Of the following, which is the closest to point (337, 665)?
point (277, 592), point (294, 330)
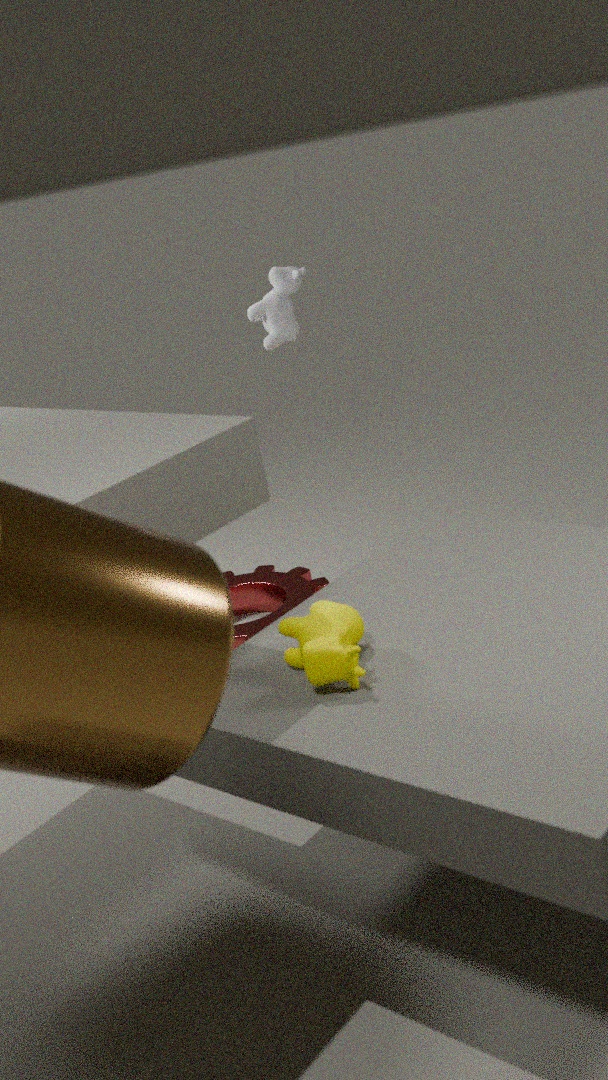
point (277, 592)
